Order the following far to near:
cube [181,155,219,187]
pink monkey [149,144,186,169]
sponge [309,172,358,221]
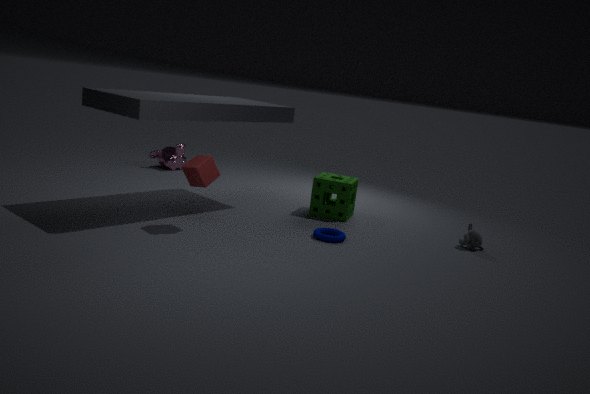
pink monkey [149,144,186,169] < sponge [309,172,358,221] < cube [181,155,219,187]
